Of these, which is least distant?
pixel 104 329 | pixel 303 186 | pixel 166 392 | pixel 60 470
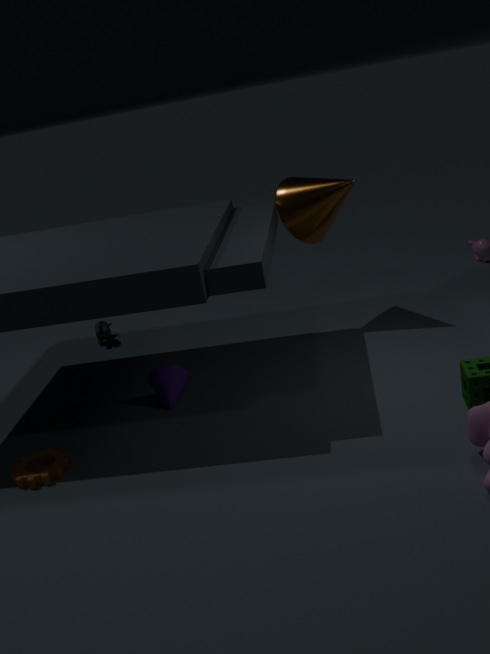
pixel 60 470
